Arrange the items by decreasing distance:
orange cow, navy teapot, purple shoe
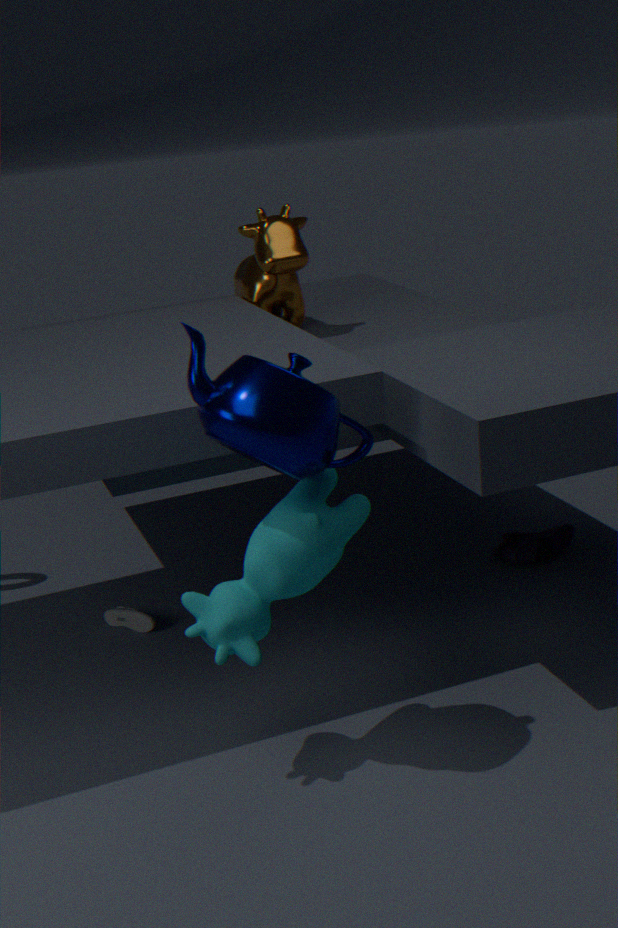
purple shoe → orange cow → navy teapot
